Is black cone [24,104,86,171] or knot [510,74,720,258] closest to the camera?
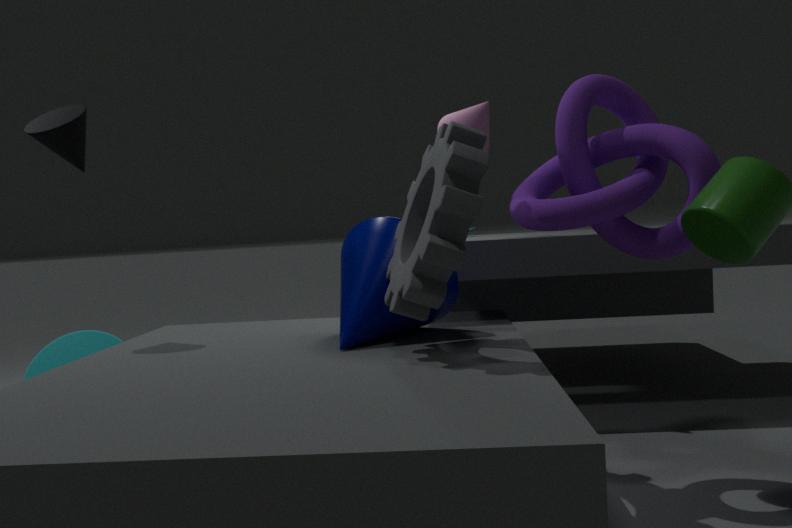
knot [510,74,720,258]
